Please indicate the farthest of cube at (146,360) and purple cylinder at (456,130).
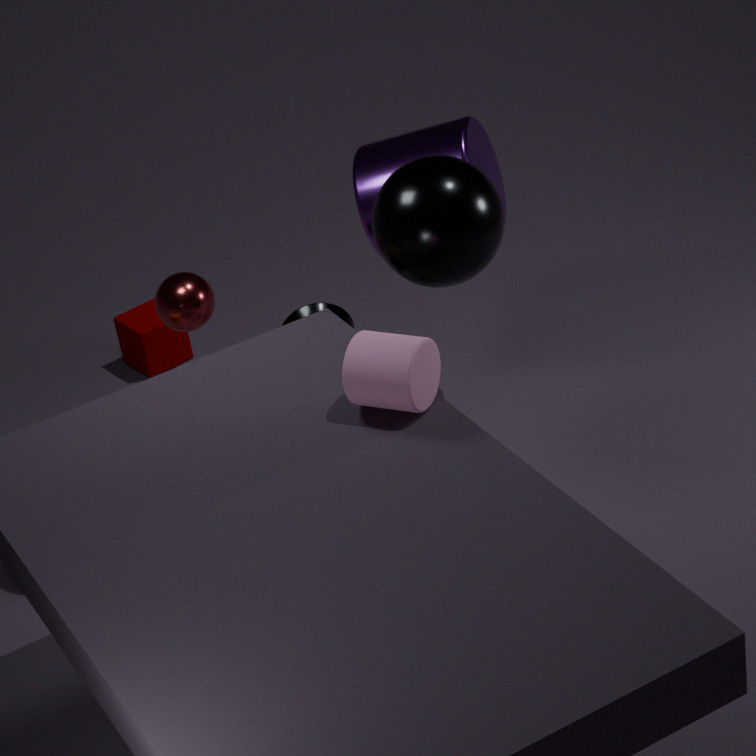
cube at (146,360)
